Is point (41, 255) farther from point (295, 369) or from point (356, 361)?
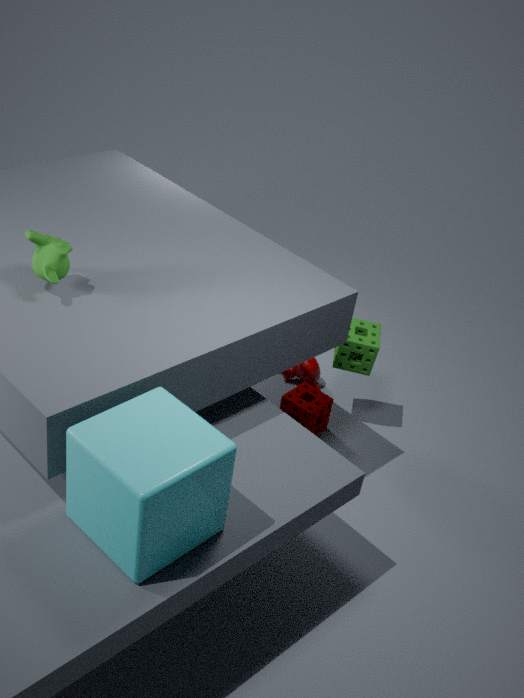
point (295, 369)
